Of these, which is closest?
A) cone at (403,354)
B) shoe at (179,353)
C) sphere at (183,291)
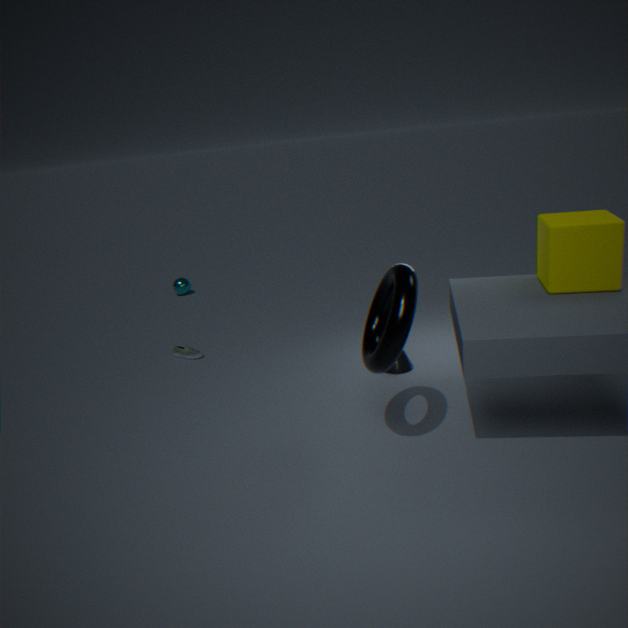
cone at (403,354)
